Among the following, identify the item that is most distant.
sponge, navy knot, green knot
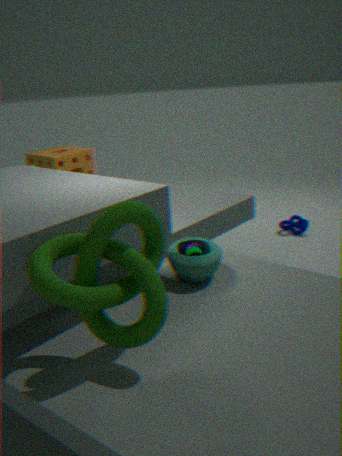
navy knot
